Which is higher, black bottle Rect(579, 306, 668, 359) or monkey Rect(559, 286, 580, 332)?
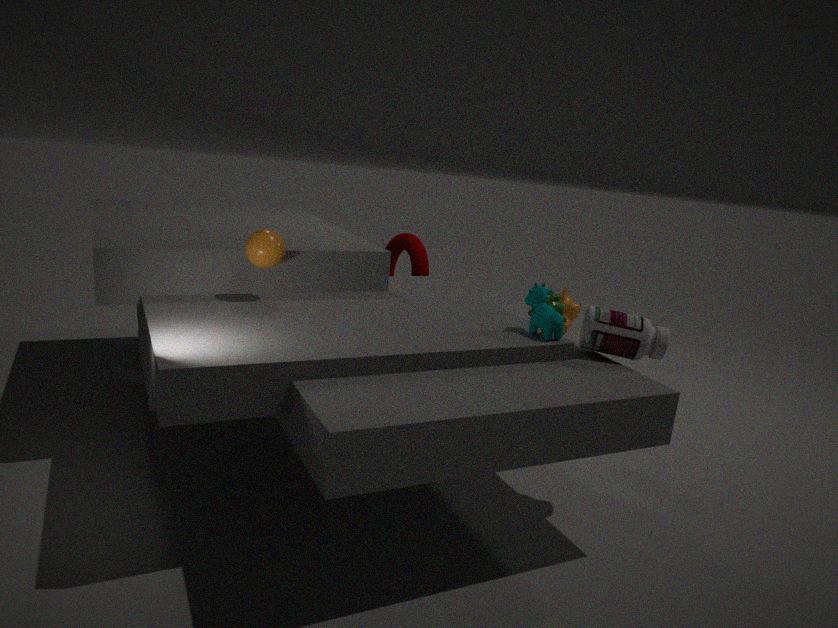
black bottle Rect(579, 306, 668, 359)
